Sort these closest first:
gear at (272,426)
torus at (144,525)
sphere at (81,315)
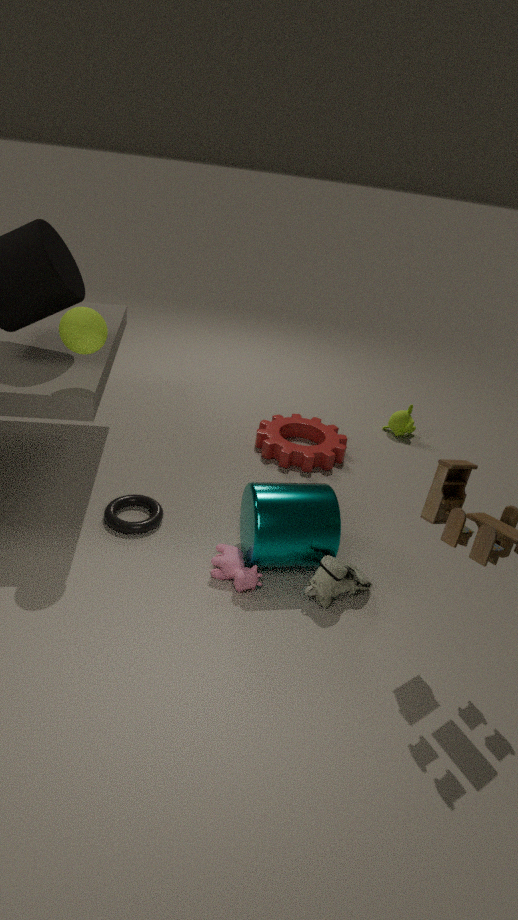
1. sphere at (81,315)
2. torus at (144,525)
3. gear at (272,426)
